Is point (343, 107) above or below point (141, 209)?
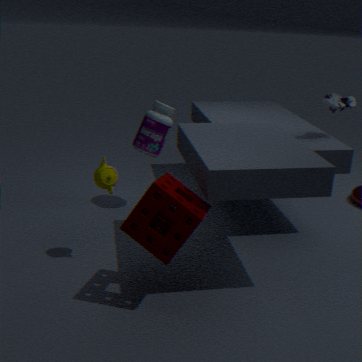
above
